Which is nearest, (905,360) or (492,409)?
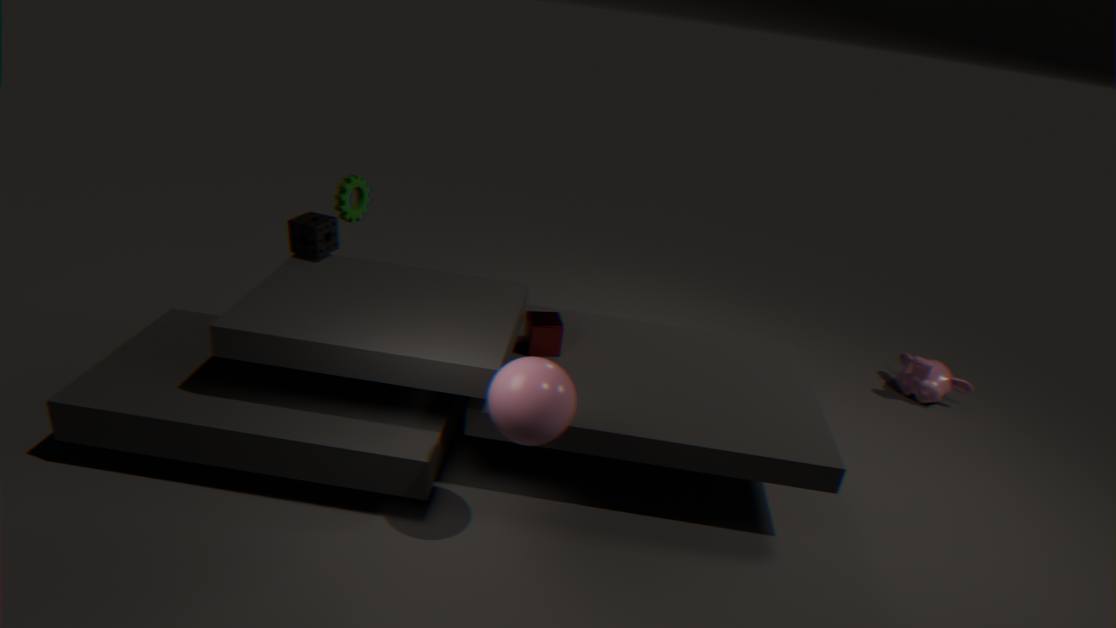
(492,409)
